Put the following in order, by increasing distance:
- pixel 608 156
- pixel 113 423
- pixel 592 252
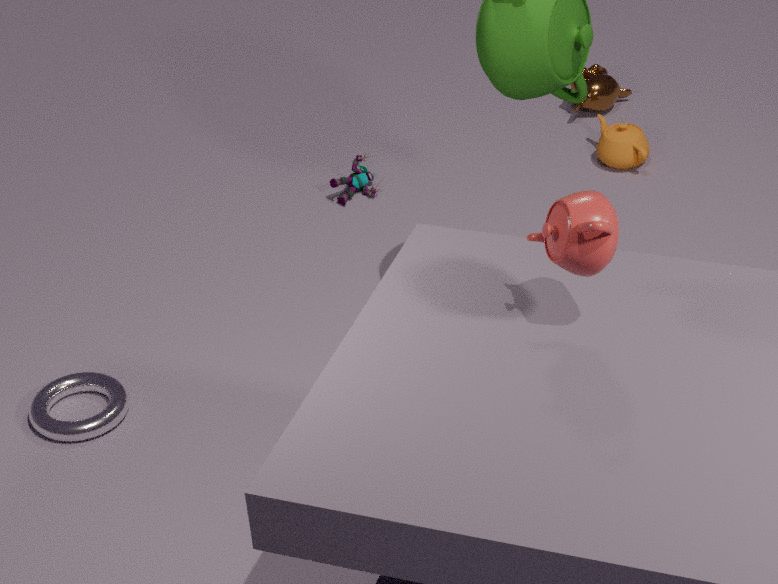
pixel 592 252 → pixel 113 423 → pixel 608 156
